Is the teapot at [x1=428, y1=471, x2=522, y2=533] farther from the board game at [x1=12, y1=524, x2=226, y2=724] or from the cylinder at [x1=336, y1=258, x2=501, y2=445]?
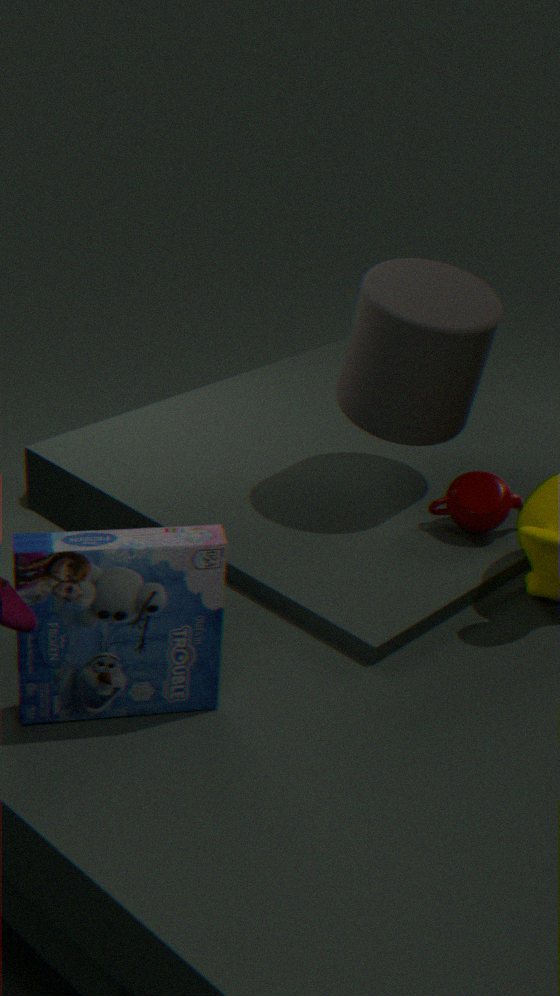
the board game at [x1=12, y1=524, x2=226, y2=724]
